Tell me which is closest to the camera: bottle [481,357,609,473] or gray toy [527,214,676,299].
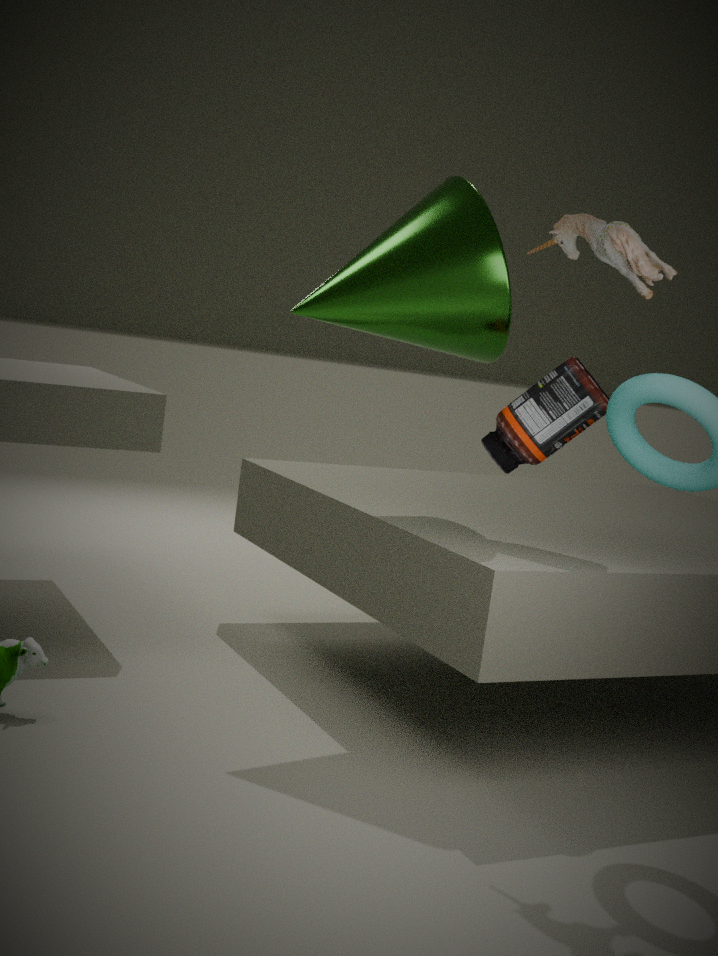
gray toy [527,214,676,299]
